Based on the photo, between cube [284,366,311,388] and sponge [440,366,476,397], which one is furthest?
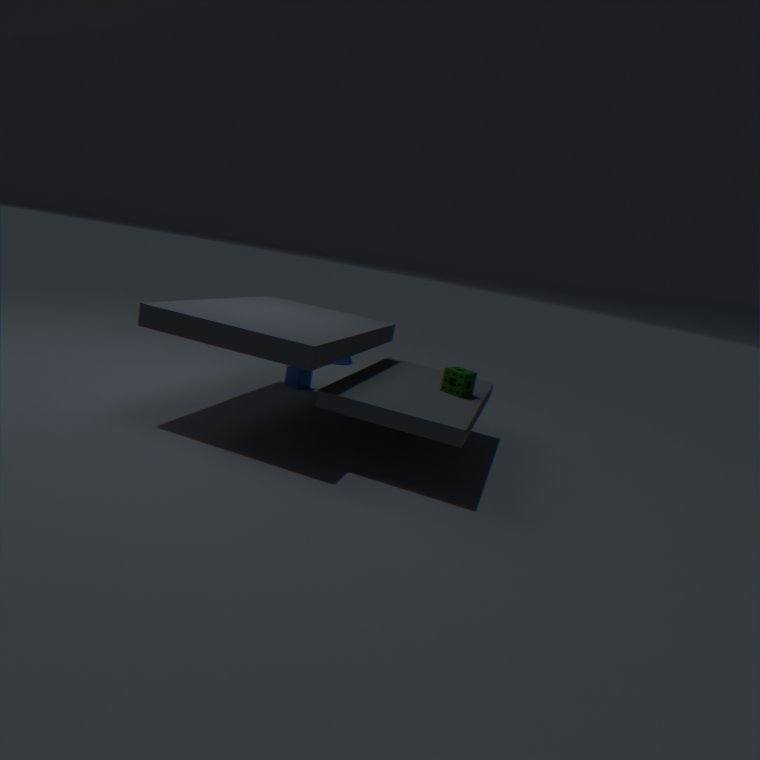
cube [284,366,311,388]
